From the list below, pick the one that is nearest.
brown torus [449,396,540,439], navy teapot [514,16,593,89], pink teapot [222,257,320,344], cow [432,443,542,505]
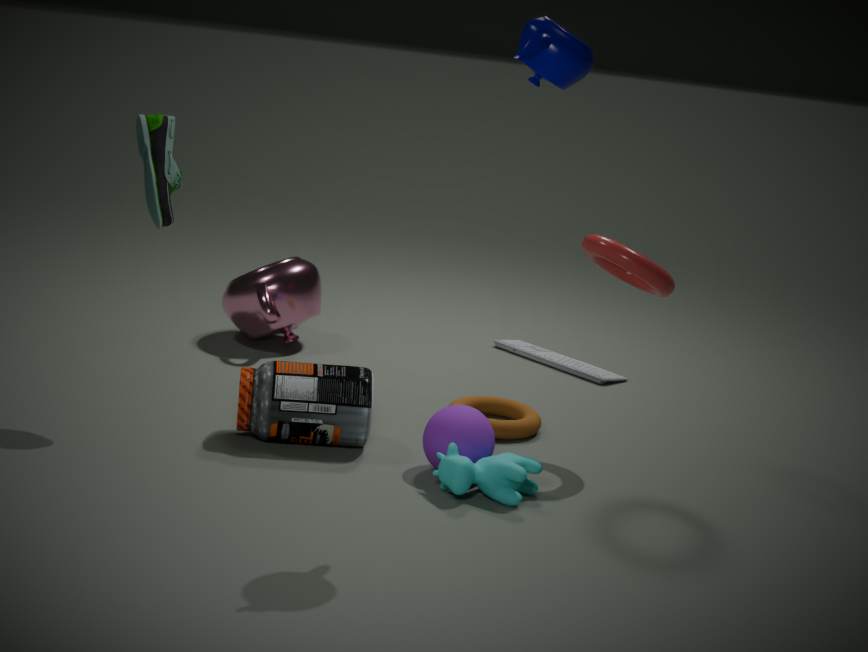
navy teapot [514,16,593,89]
